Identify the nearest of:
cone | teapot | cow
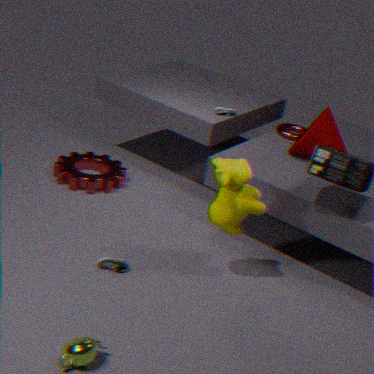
teapot
